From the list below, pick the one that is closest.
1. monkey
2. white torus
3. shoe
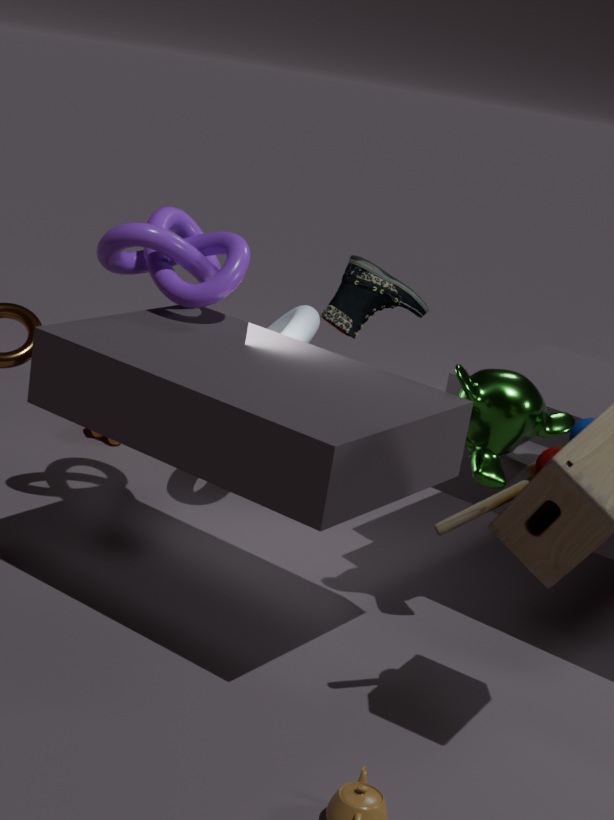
monkey
